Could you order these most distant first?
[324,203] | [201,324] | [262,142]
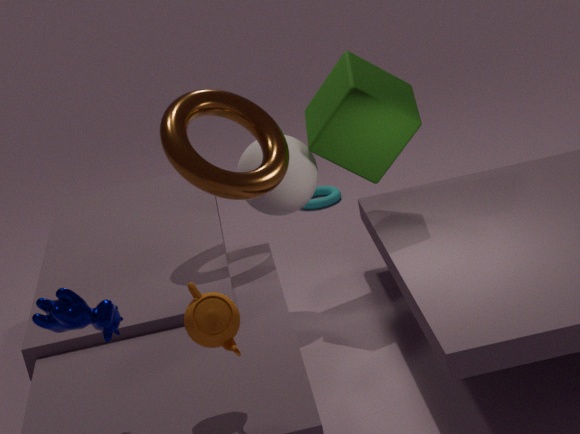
[324,203] → [262,142] → [201,324]
